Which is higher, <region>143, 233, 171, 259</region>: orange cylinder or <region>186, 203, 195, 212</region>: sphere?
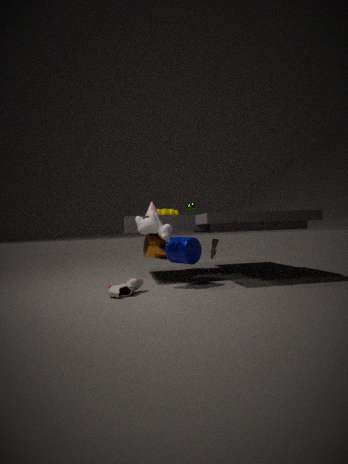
<region>186, 203, 195, 212</region>: sphere
